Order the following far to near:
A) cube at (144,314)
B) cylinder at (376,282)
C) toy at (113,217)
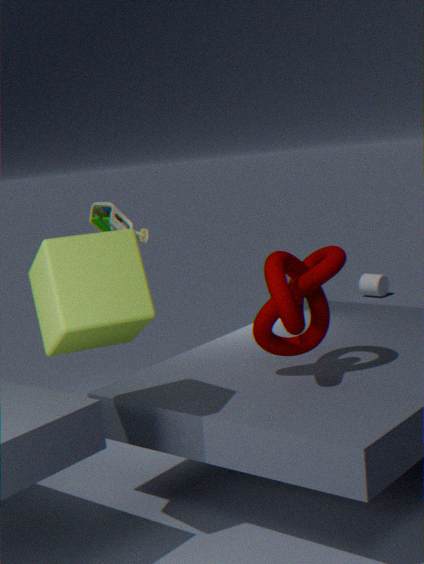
cylinder at (376,282) < toy at (113,217) < cube at (144,314)
